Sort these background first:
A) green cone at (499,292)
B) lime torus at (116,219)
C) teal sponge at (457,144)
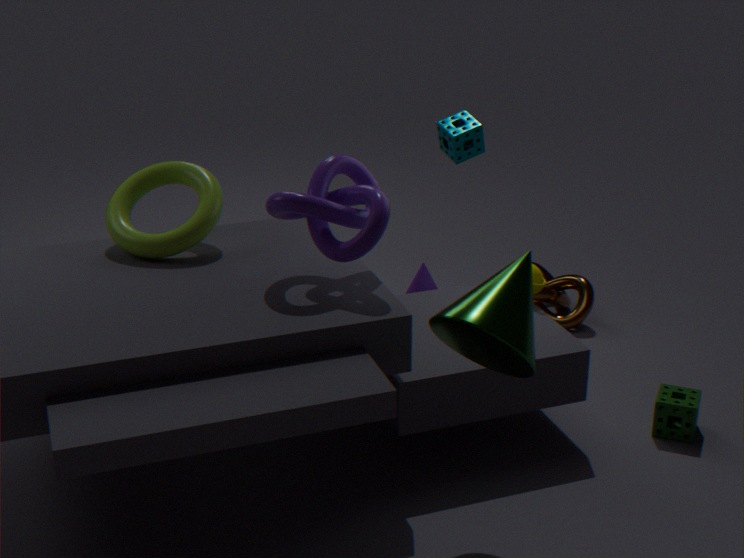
teal sponge at (457,144)
lime torus at (116,219)
green cone at (499,292)
